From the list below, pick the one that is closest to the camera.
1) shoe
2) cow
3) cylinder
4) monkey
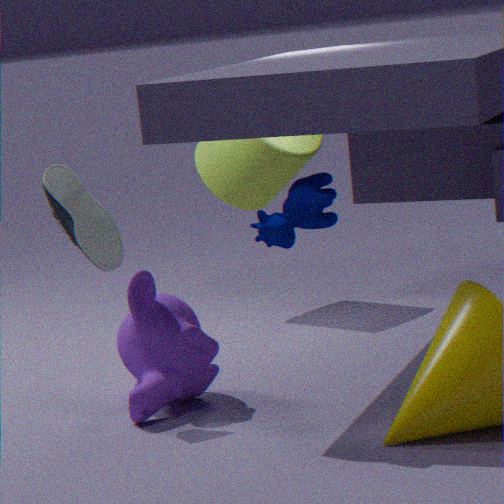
2. cow
